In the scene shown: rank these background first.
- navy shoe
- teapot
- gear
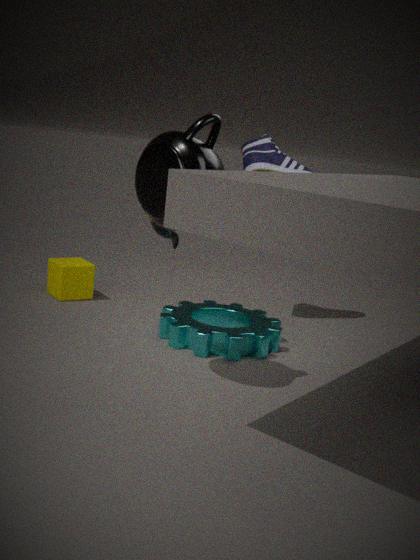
navy shoe → gear → teapot
